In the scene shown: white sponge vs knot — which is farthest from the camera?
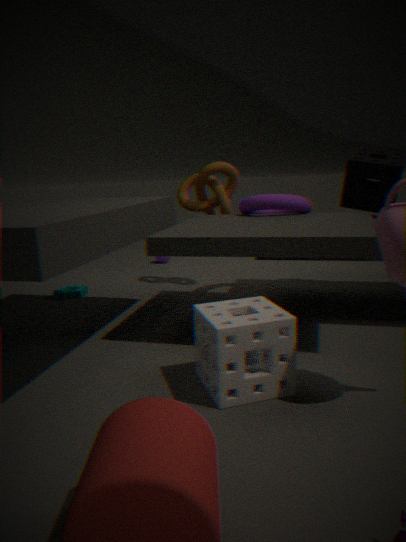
knot
